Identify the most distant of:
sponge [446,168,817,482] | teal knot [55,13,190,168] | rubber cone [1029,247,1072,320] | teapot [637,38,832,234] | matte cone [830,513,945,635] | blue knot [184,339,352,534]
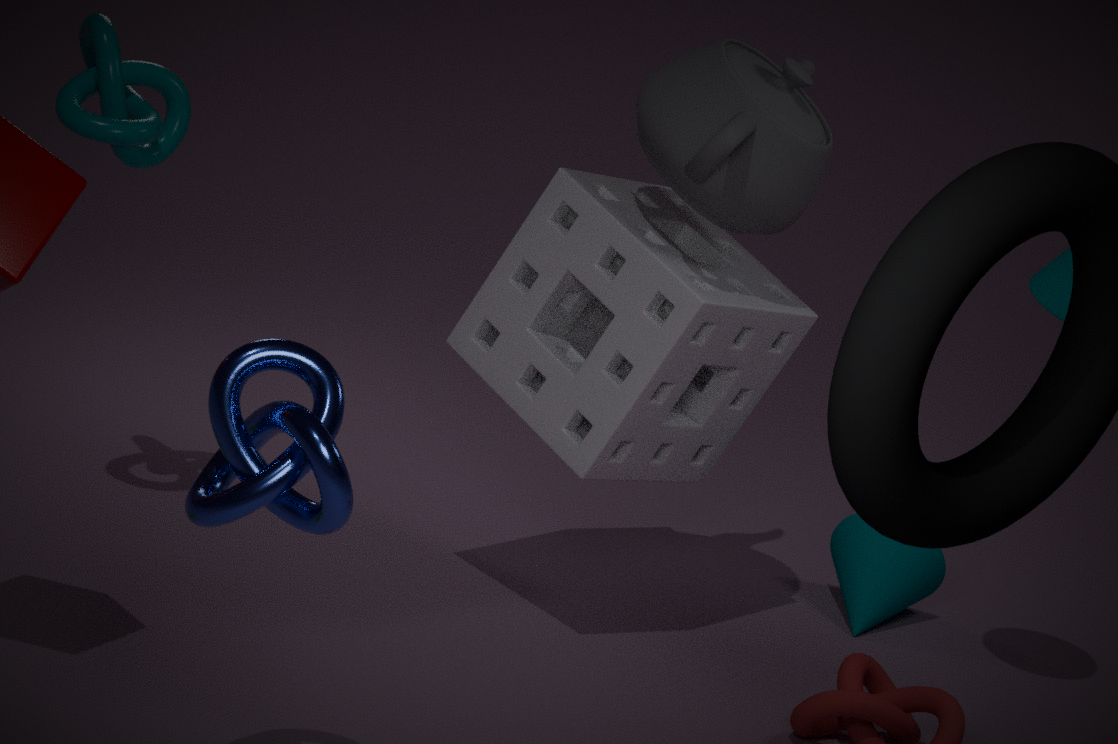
matte cone [830,513,945,635]
